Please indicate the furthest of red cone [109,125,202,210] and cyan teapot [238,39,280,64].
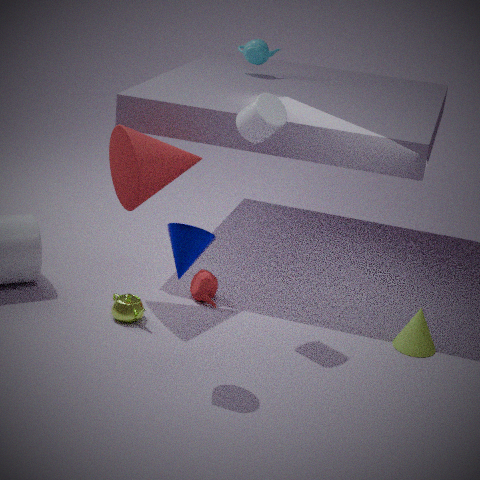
cyan teapot [238,39,280,64]
